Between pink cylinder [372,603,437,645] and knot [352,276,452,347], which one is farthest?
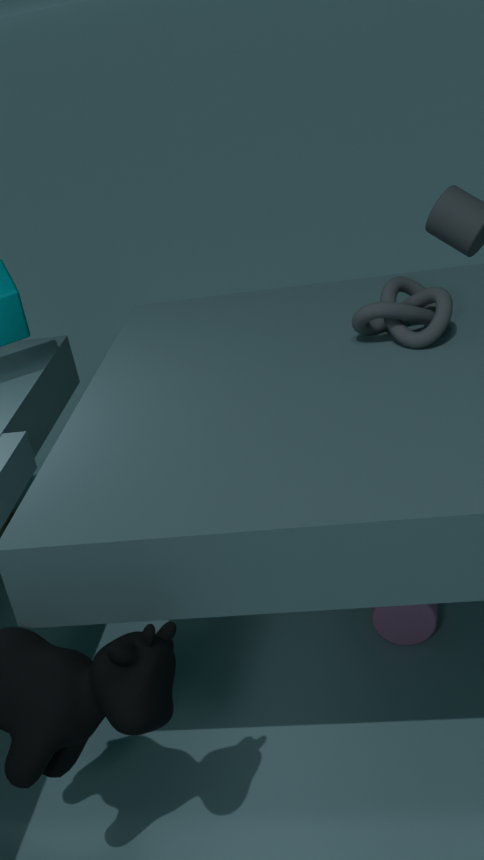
pink cylinder [372,603,437,645]
